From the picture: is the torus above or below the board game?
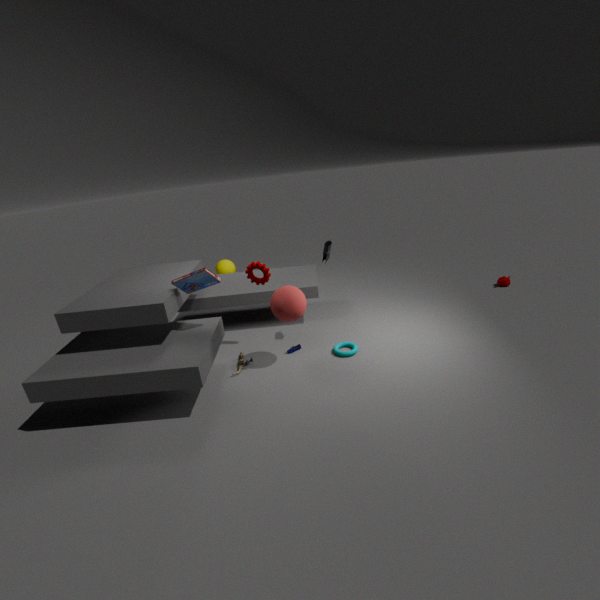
below
